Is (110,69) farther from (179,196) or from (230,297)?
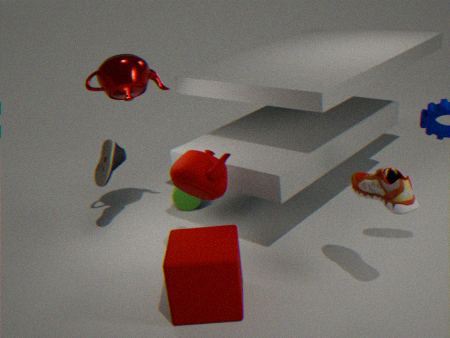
(230,297)
